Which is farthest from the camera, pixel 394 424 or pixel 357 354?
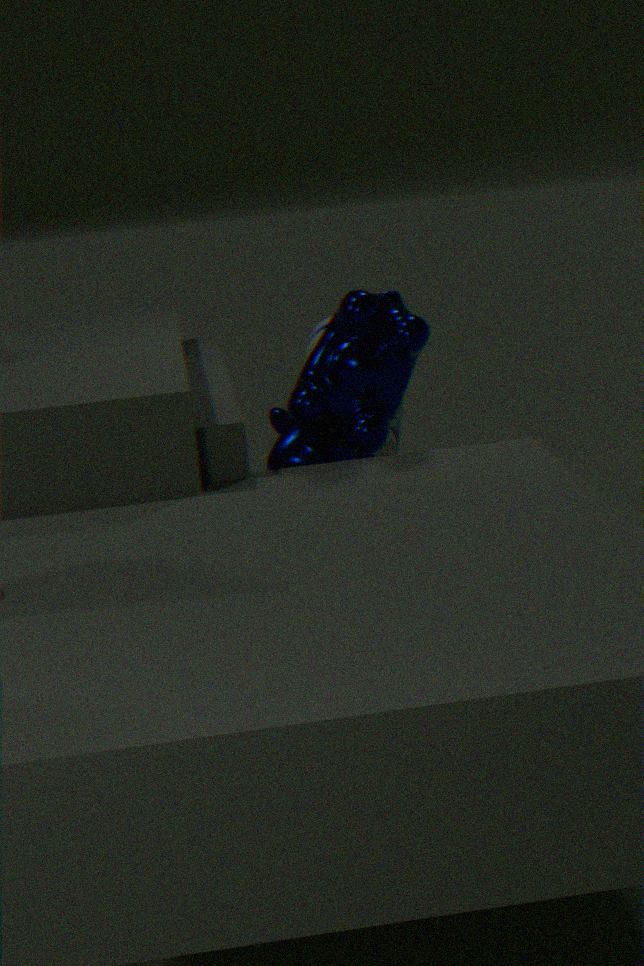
pixel 394 424
